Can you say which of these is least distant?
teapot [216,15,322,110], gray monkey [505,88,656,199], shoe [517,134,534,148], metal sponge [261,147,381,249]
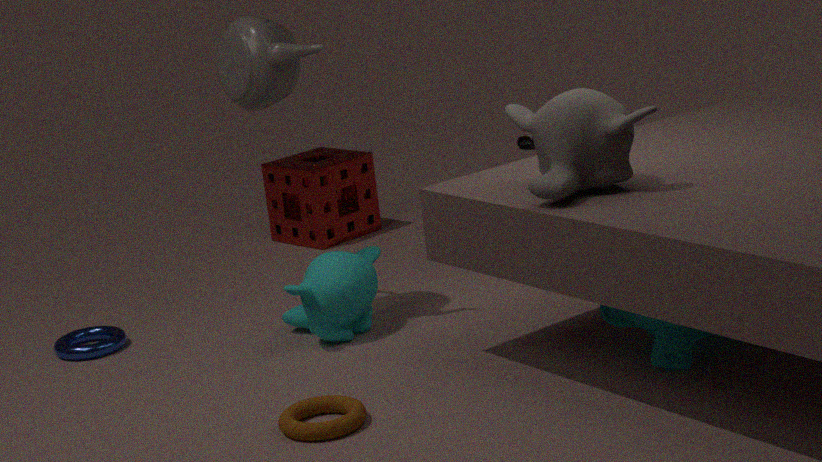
gray monkey [505,88,656,199]
